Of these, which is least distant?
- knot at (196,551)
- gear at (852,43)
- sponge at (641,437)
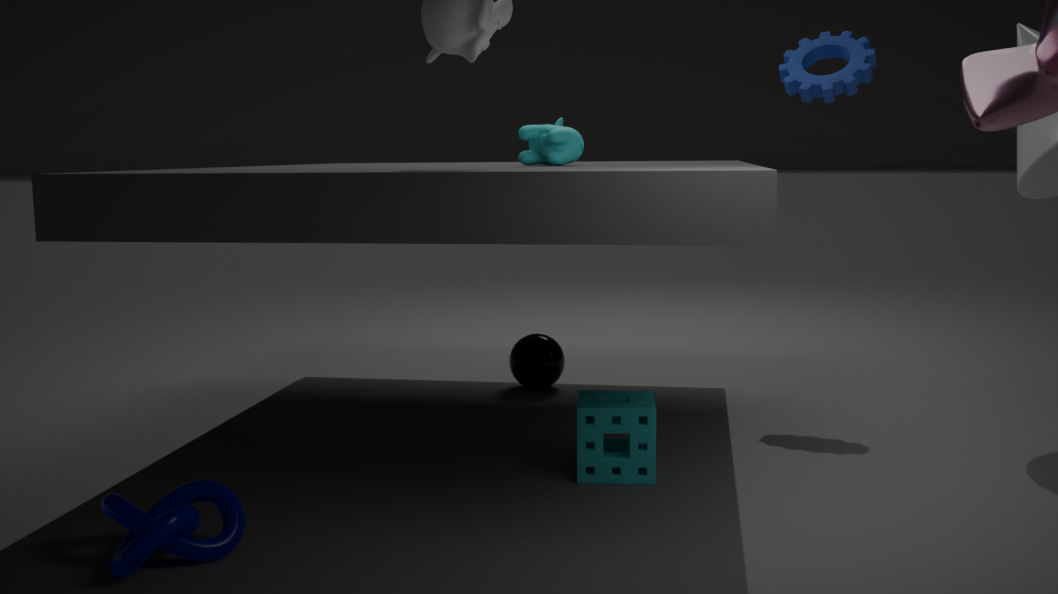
knot at (196,551)
